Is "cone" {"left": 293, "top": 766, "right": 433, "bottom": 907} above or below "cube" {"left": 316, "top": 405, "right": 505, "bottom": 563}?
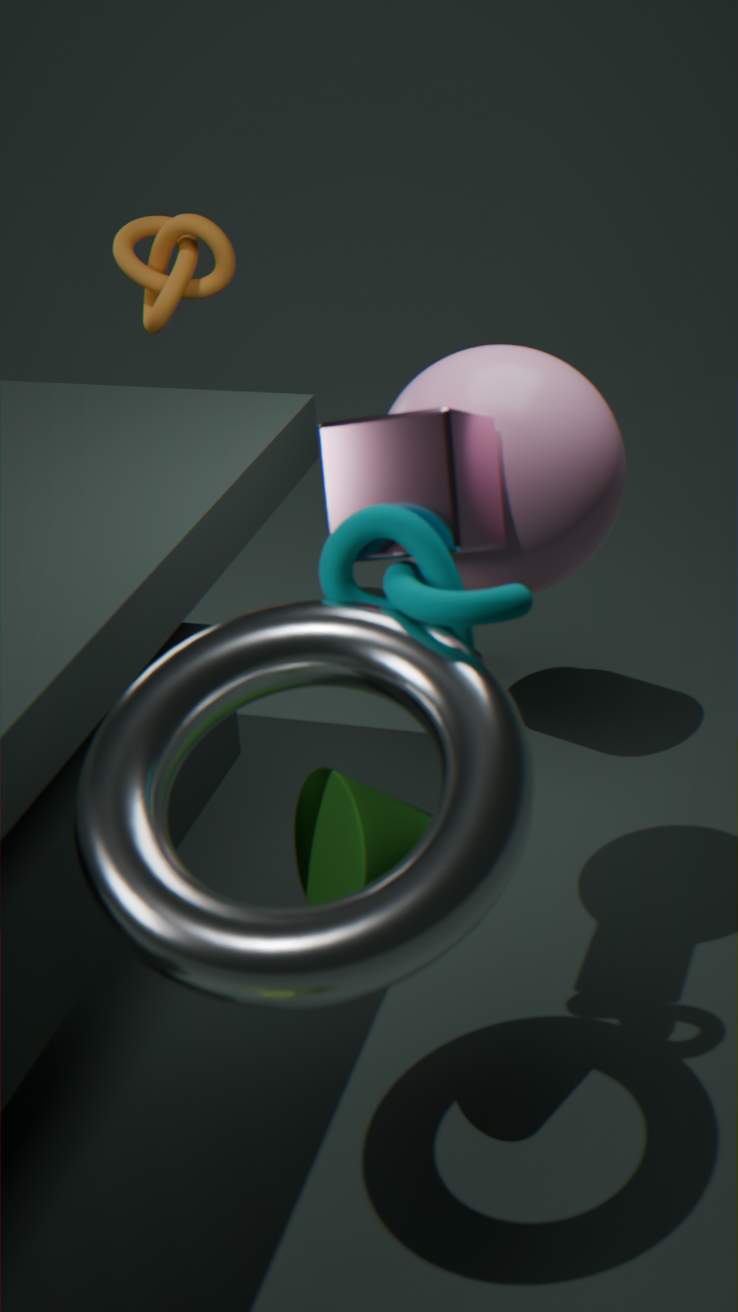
below
